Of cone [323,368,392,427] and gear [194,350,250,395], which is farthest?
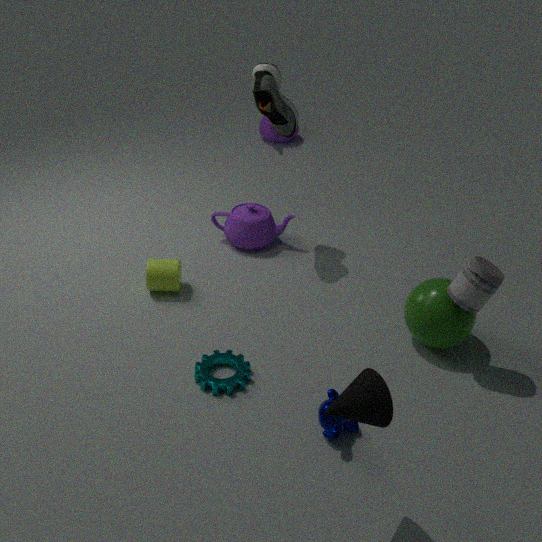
gear [194,350,250,395]
